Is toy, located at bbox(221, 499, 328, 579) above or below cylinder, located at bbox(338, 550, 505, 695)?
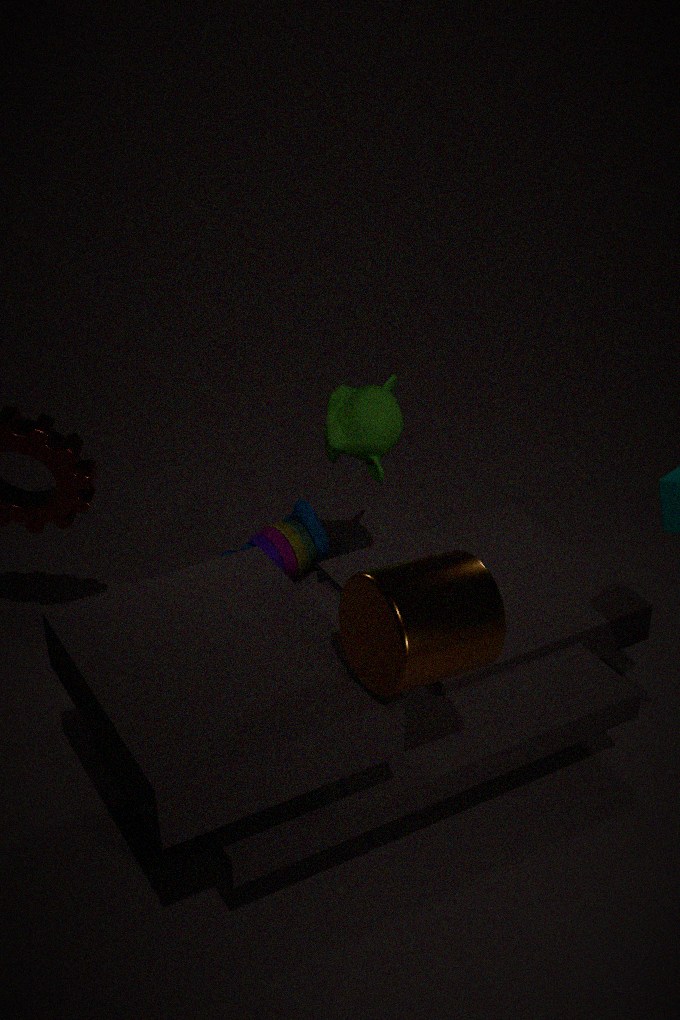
below
